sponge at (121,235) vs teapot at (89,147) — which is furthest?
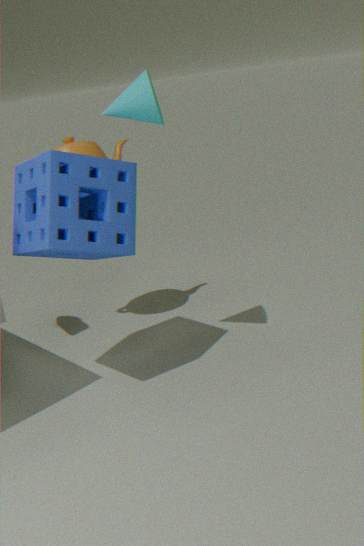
teapot at (89,147)
